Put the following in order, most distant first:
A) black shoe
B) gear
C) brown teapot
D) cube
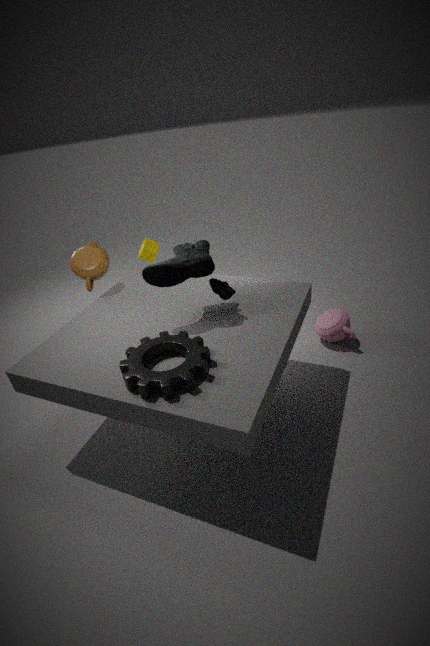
cube
brown teapot
black shoe
gear
